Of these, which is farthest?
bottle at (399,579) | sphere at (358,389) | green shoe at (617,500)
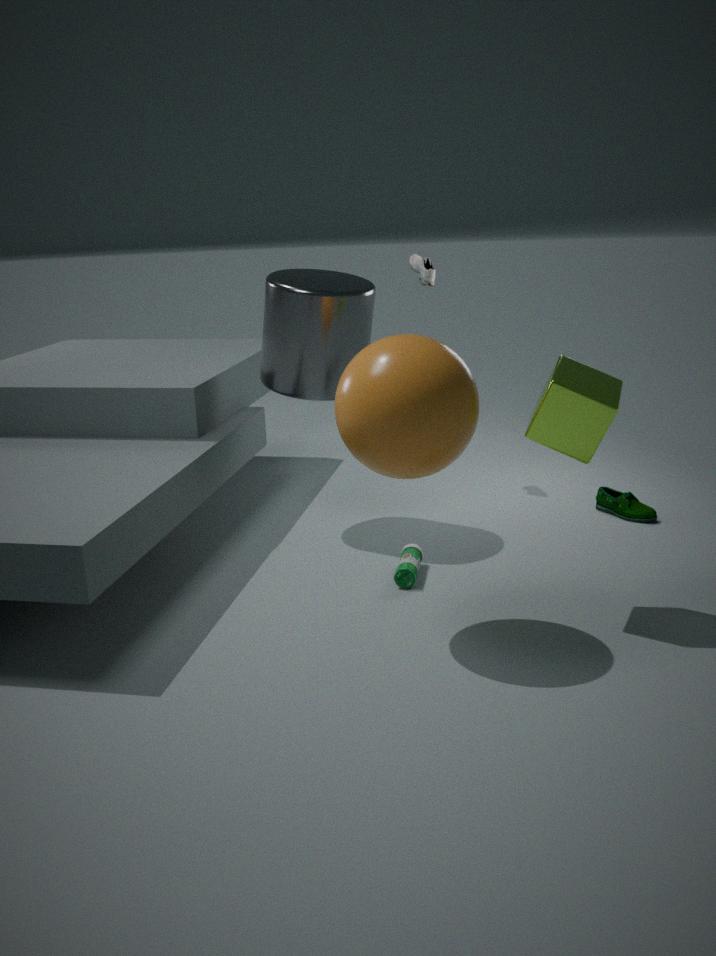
green shoe at (617,500)
